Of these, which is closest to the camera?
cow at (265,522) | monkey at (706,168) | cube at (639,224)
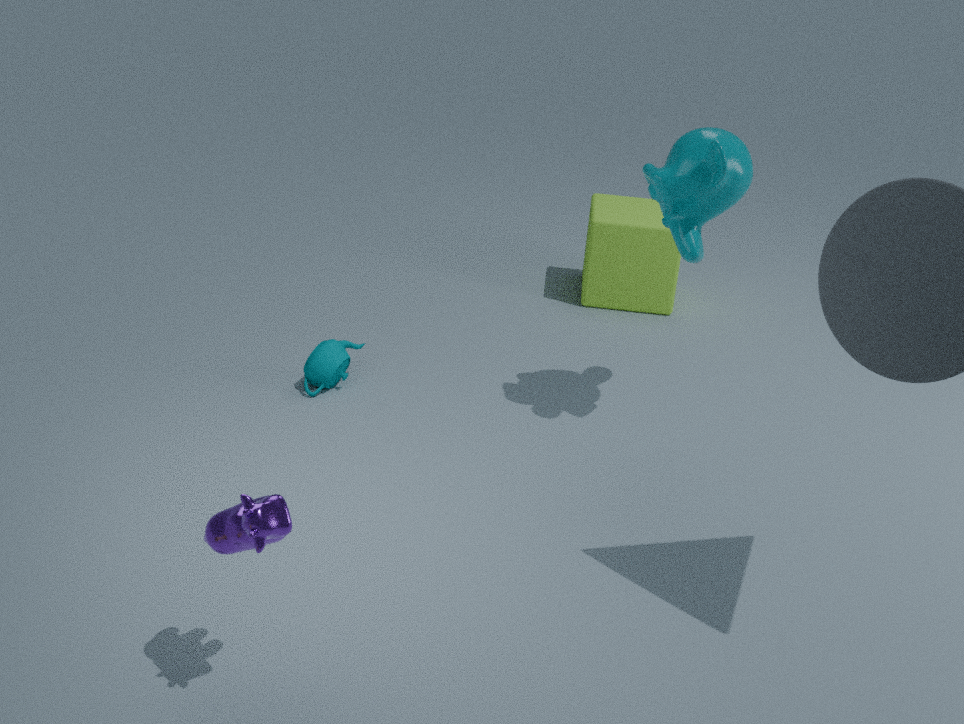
cow at (265,522)
